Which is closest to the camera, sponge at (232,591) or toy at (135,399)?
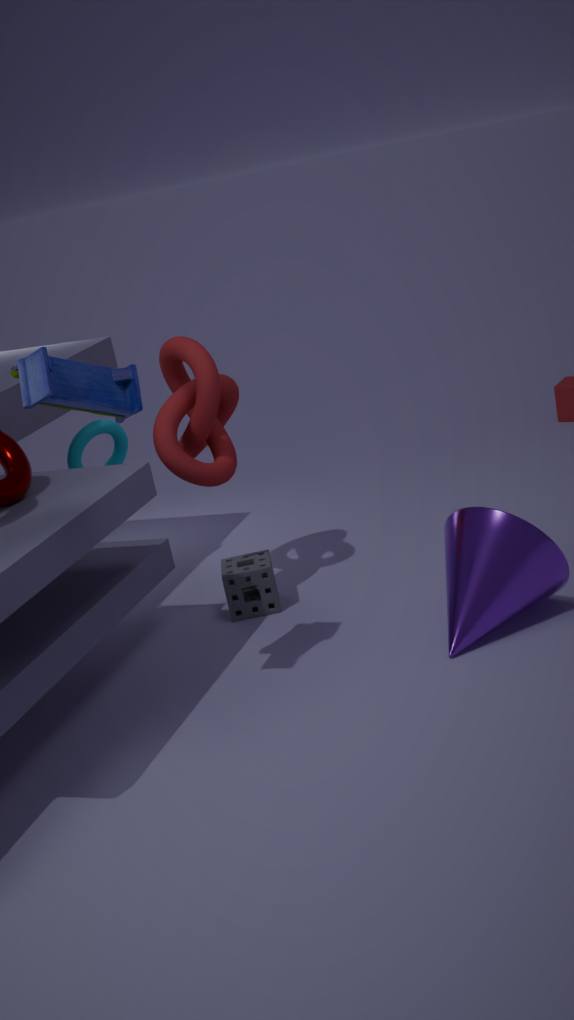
toy at (135,399)
